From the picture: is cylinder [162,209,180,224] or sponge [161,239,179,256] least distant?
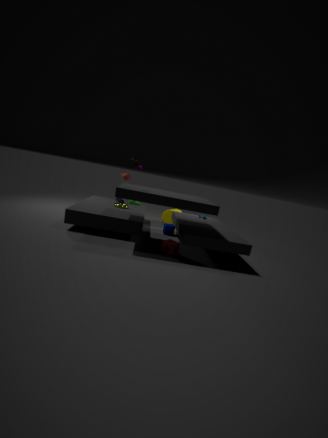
sponge [161,239,179,256]
